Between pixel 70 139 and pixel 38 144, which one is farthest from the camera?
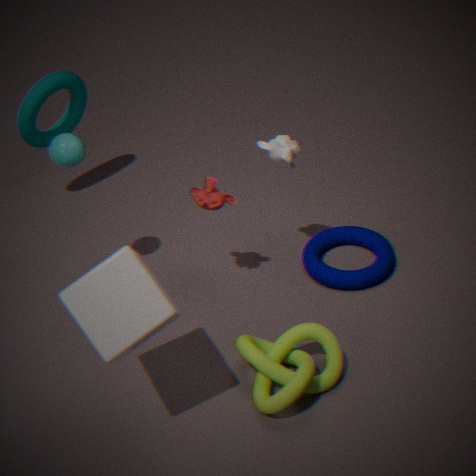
pixel 38 144
